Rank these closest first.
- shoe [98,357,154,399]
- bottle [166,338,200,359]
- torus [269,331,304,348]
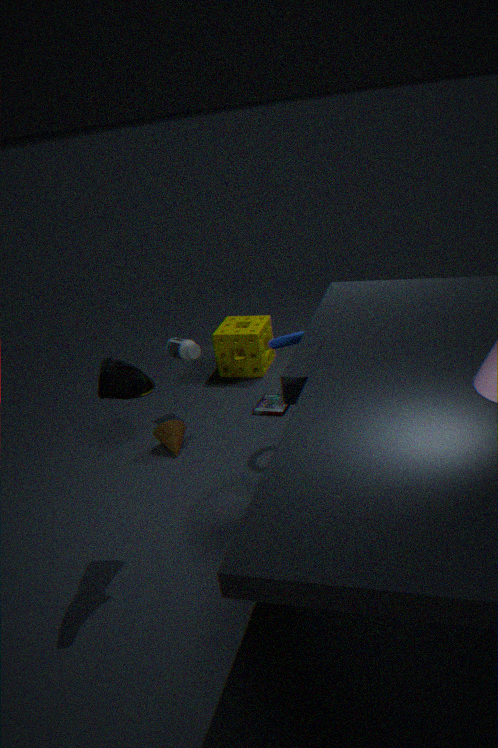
shoe [98,357,154,399]
torus [269,331,304,348]
bottle [166,338,200,359]
